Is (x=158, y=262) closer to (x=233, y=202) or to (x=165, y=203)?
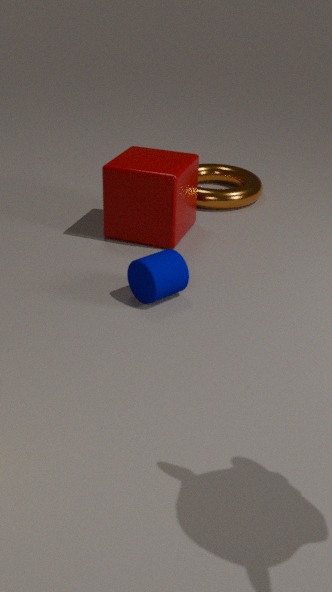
(x=165, y=203)
